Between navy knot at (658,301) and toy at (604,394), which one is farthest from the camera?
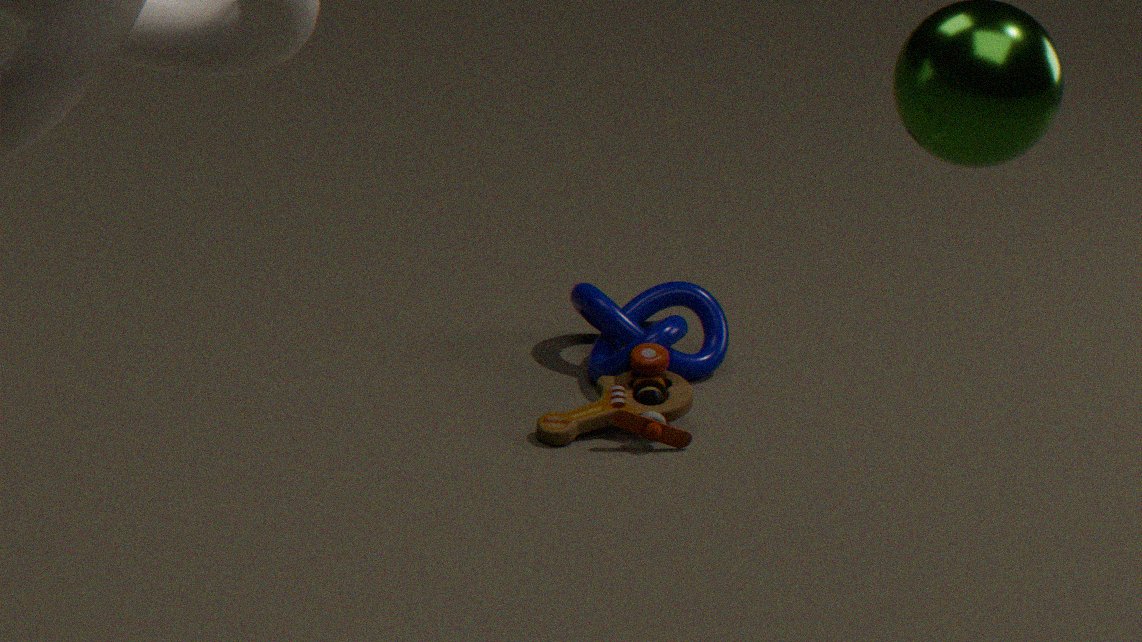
navy knot at (658,301)
